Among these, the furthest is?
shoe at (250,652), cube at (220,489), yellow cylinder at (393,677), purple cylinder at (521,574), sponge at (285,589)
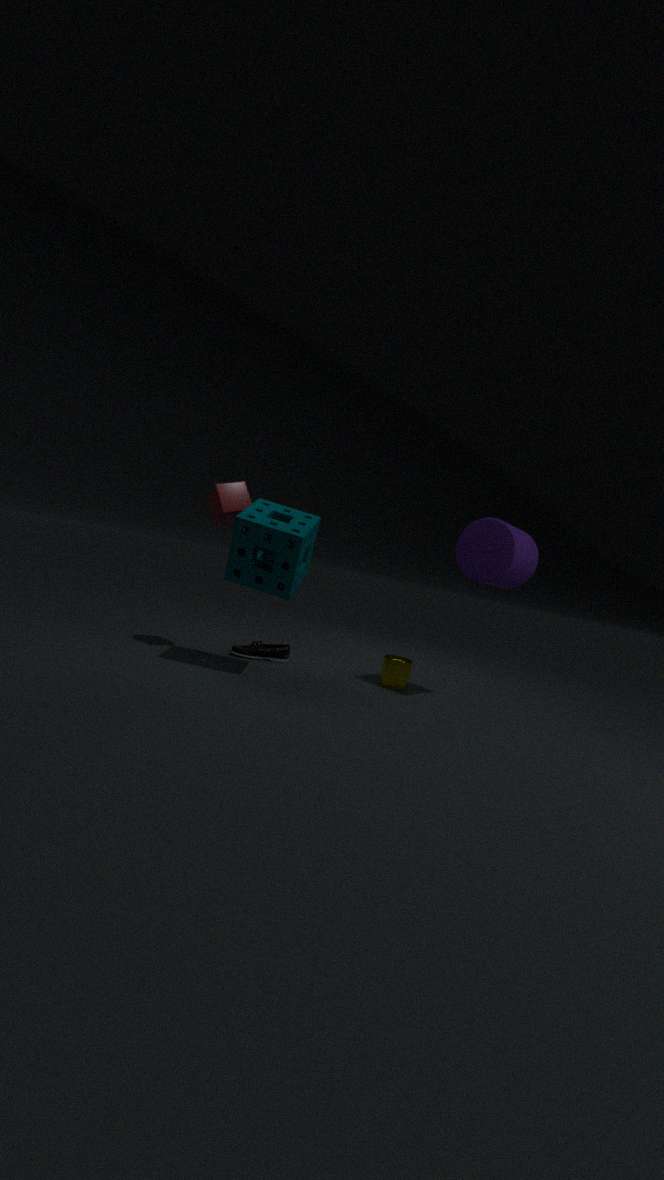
shoe at (250,652)
